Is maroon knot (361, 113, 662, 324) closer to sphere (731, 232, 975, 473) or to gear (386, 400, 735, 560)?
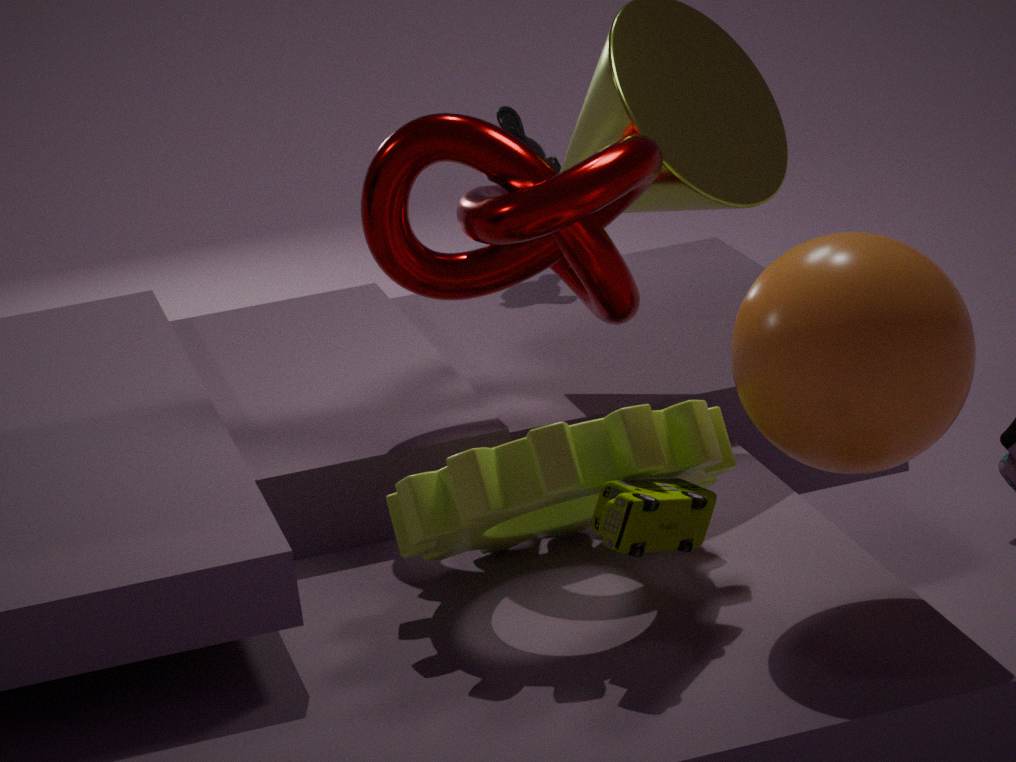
gear (386, 400, 735, 560)
